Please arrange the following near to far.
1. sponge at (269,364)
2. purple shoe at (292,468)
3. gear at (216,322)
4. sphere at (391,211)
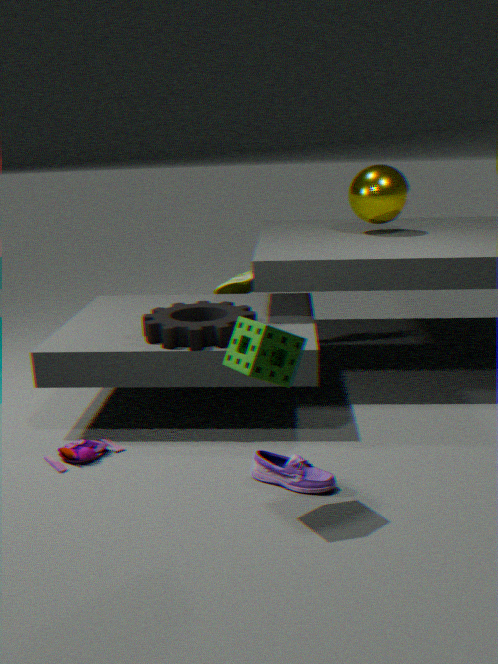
sponge at (269,364)
purple shoe at (292,468)
gear at (216,322)
sphere at (391,211)
